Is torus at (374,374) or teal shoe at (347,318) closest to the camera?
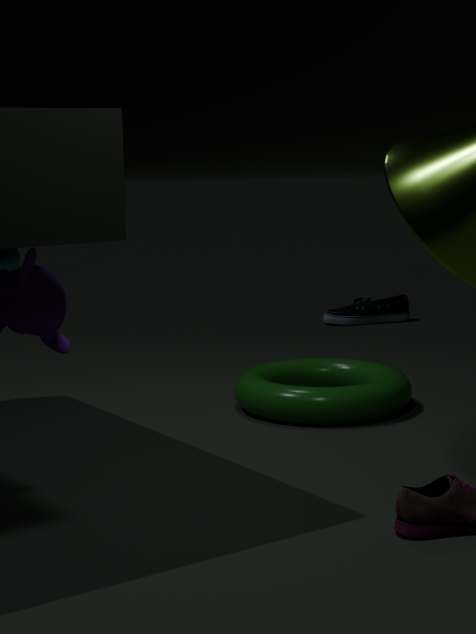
torus at (374,374)
